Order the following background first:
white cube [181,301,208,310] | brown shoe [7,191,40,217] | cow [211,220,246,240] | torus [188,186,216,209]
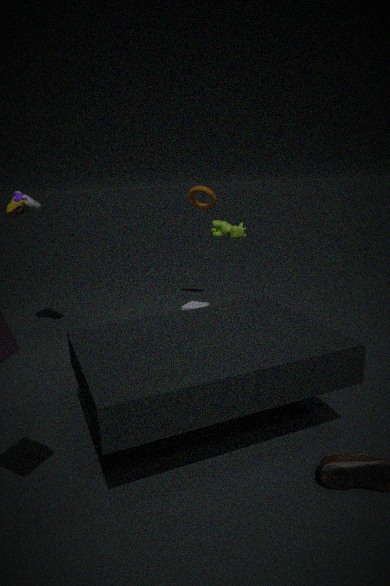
torus [188,186,216,209]
white cube [181,301,208,310]
brown shoe [7,191,40,217]
cow [211,220,246,240]
